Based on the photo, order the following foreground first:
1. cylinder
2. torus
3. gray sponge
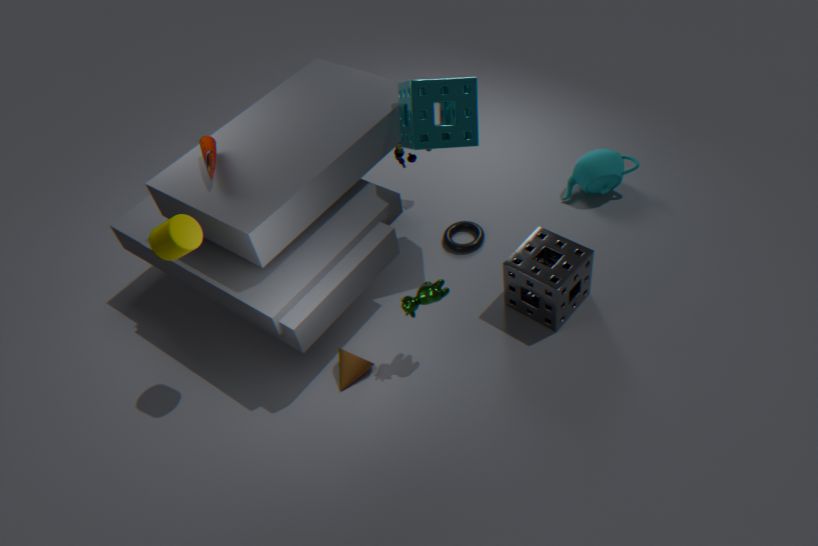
1. cylinder
2. gray sponge
3. torus
